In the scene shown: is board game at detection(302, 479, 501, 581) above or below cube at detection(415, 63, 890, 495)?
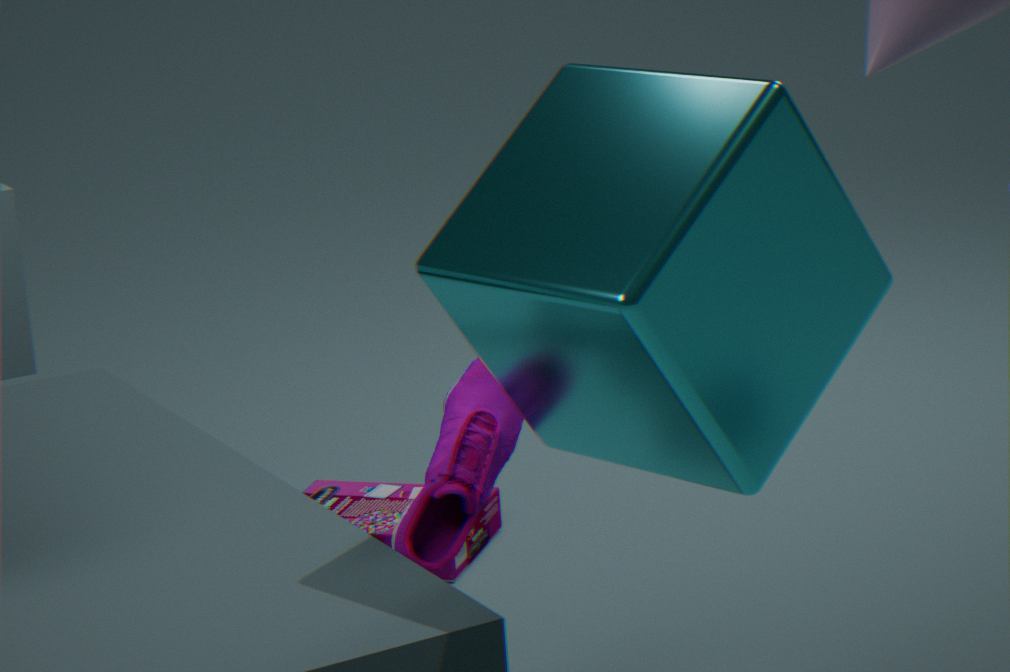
below
